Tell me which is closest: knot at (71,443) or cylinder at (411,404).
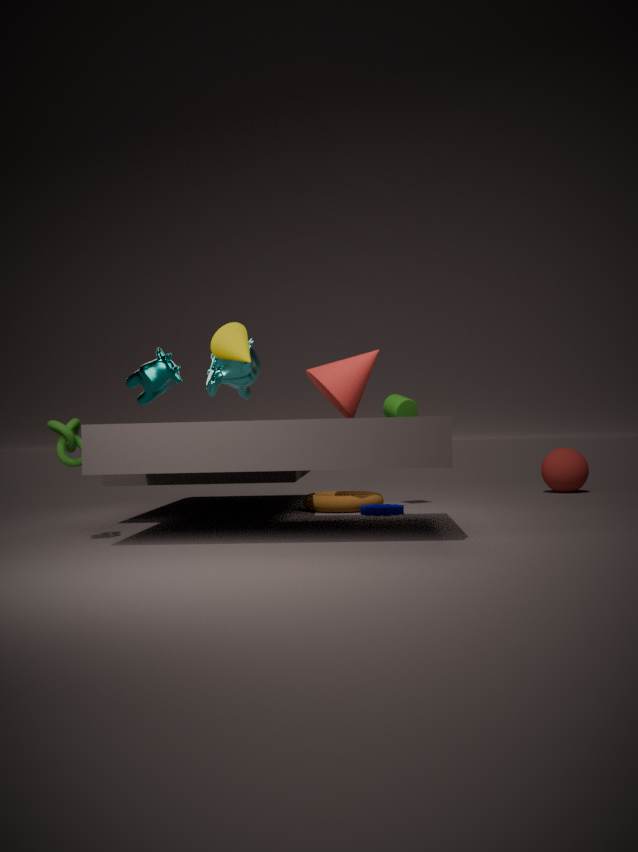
knot at (71,443)
